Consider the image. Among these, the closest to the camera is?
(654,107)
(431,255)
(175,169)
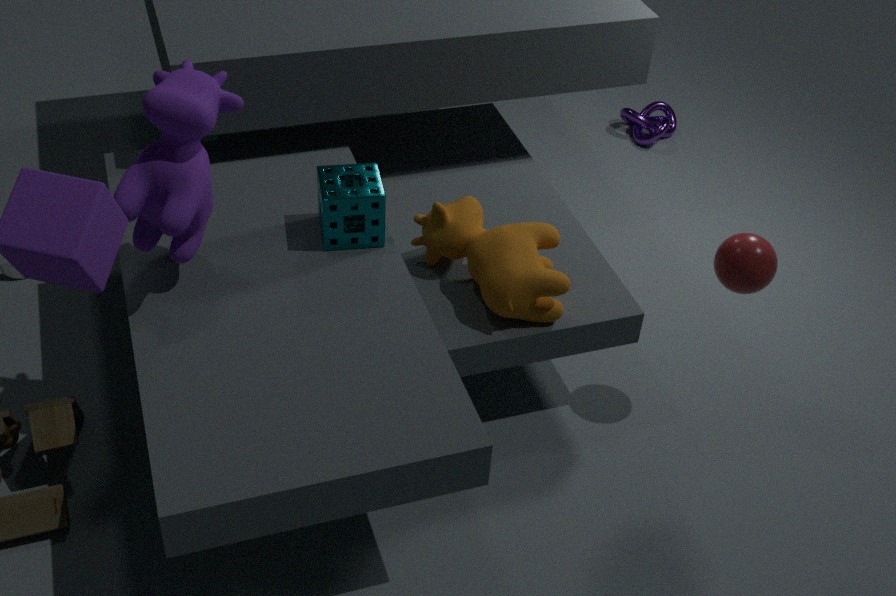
(175,169)
